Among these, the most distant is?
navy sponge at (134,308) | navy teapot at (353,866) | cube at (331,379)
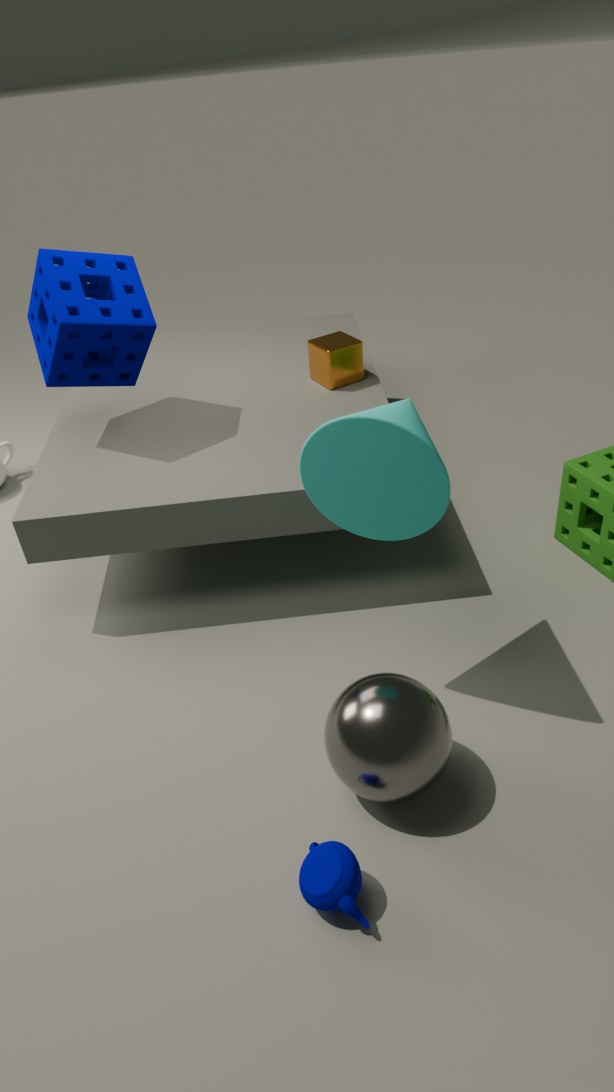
cube at (331,379)
